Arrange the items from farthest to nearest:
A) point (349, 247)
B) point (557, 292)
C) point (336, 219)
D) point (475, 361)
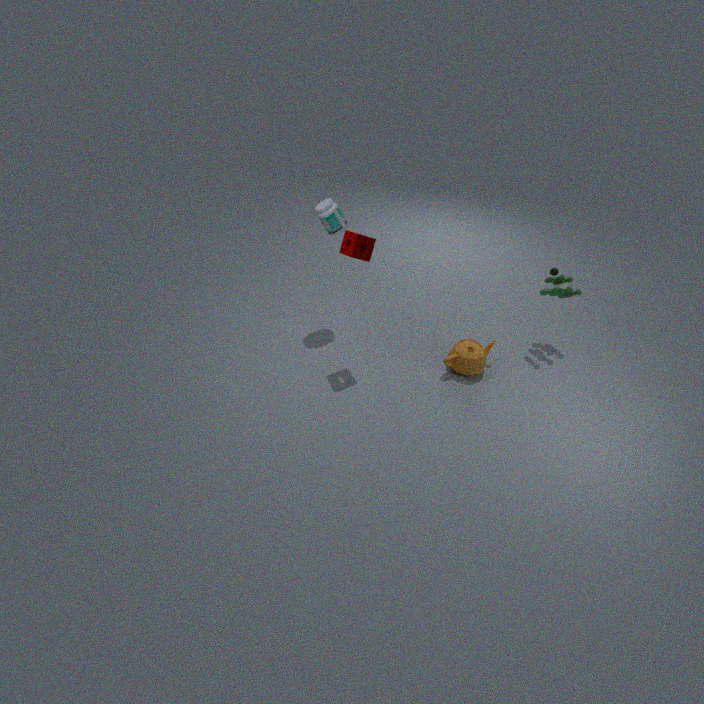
point (557, 292) < point (475, 361) < point (336, 219) < point (349, 247)
